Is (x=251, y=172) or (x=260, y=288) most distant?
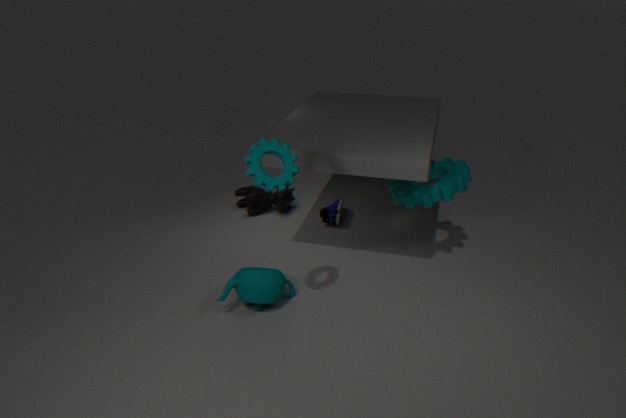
(x=260, y=288)
